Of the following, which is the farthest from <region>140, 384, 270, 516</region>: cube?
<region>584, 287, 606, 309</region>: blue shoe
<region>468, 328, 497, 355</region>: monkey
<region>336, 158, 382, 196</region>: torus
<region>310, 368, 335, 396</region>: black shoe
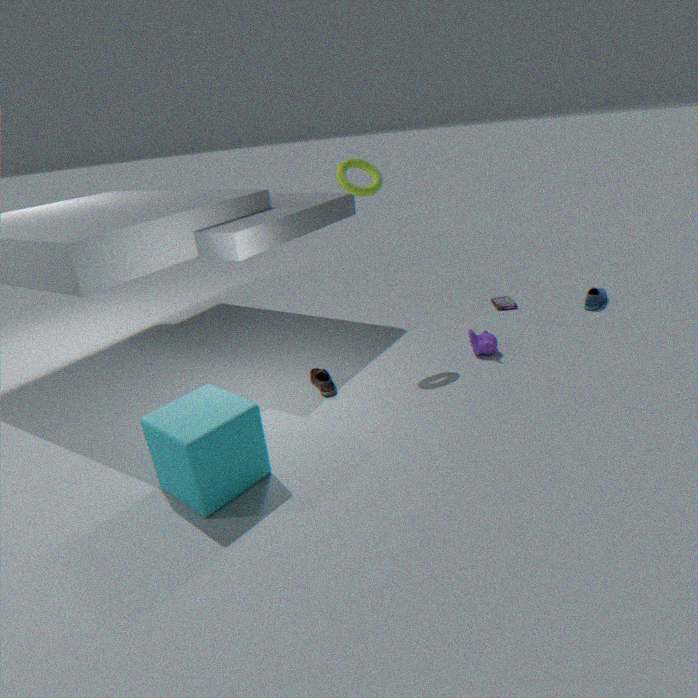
<region>584, 287, 606, 309</region>: blue shoe
